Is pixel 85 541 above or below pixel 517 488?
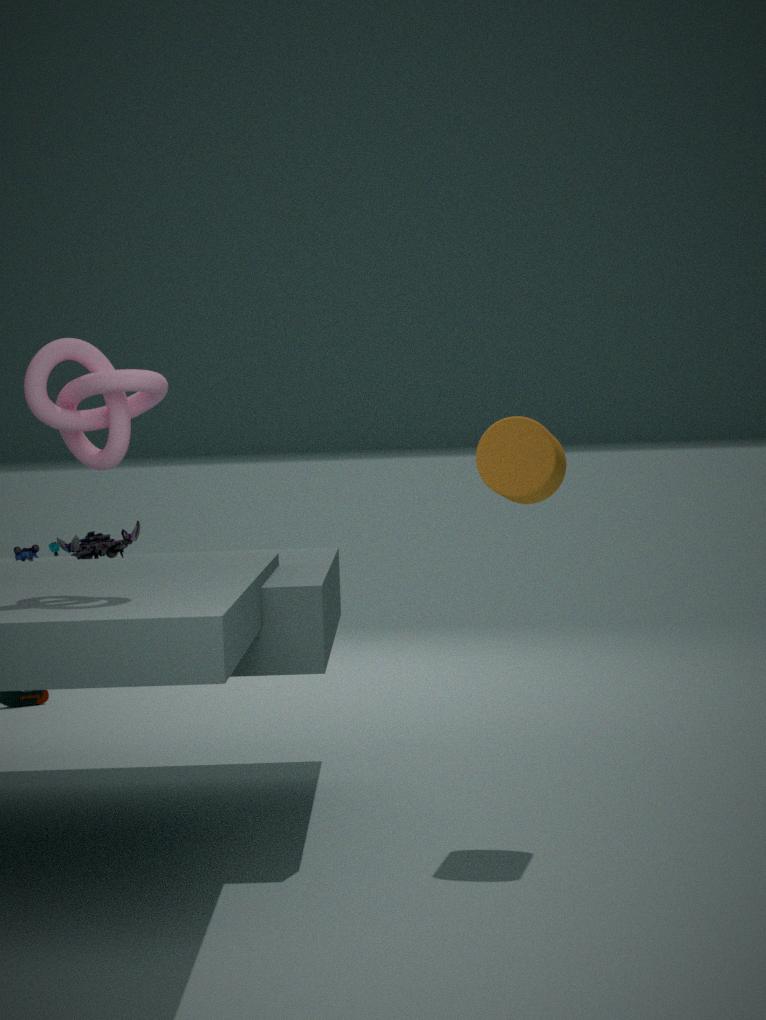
below
